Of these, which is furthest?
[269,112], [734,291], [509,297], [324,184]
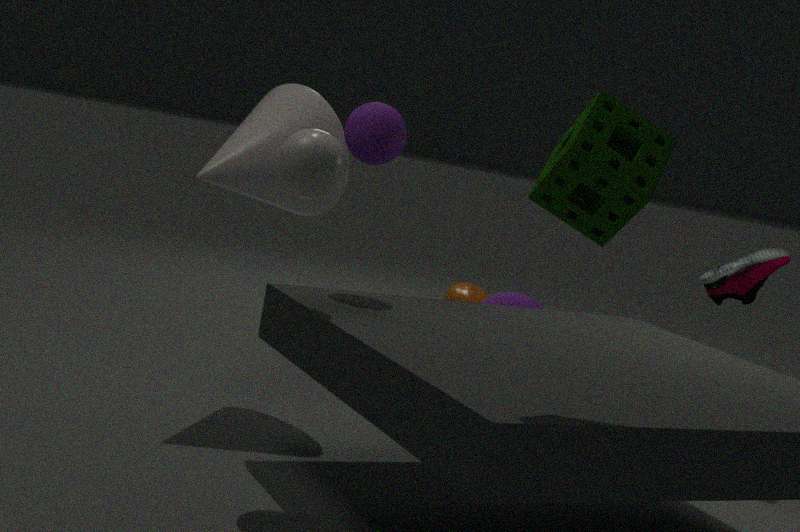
[509,297]
